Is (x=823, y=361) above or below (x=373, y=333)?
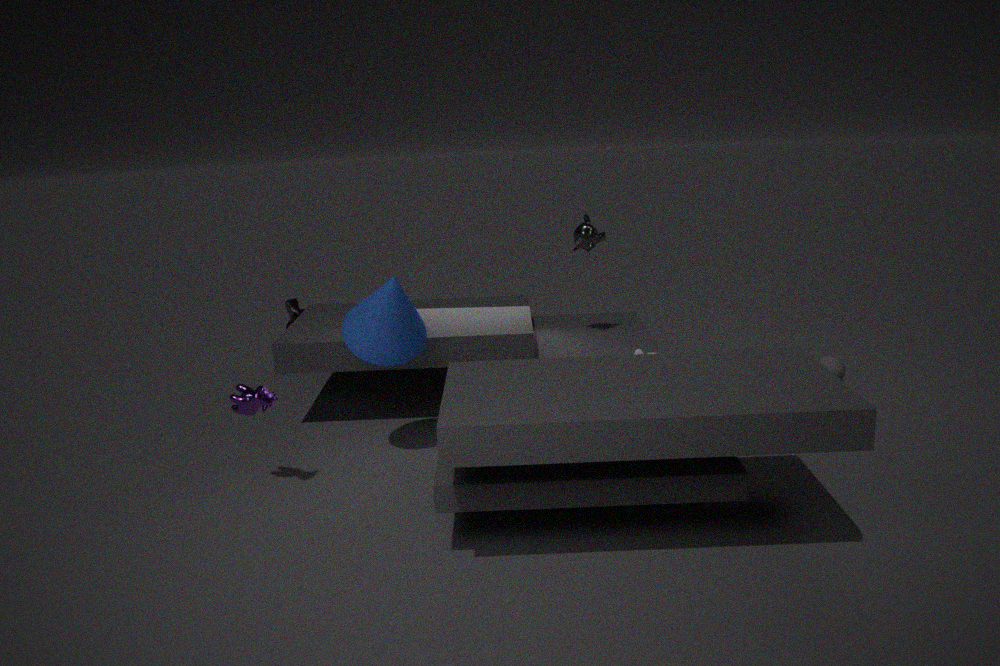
below
